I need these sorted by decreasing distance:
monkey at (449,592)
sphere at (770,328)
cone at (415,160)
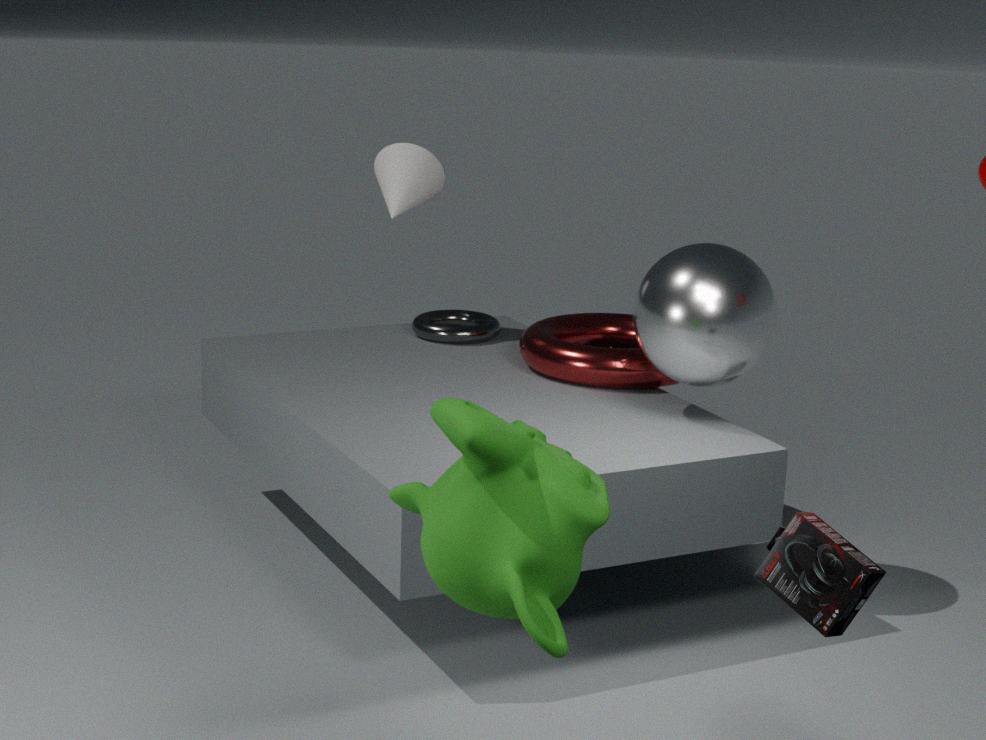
1. cone at (415,160)
2. sphere at (770,328)
3. monkey at (449,592)
